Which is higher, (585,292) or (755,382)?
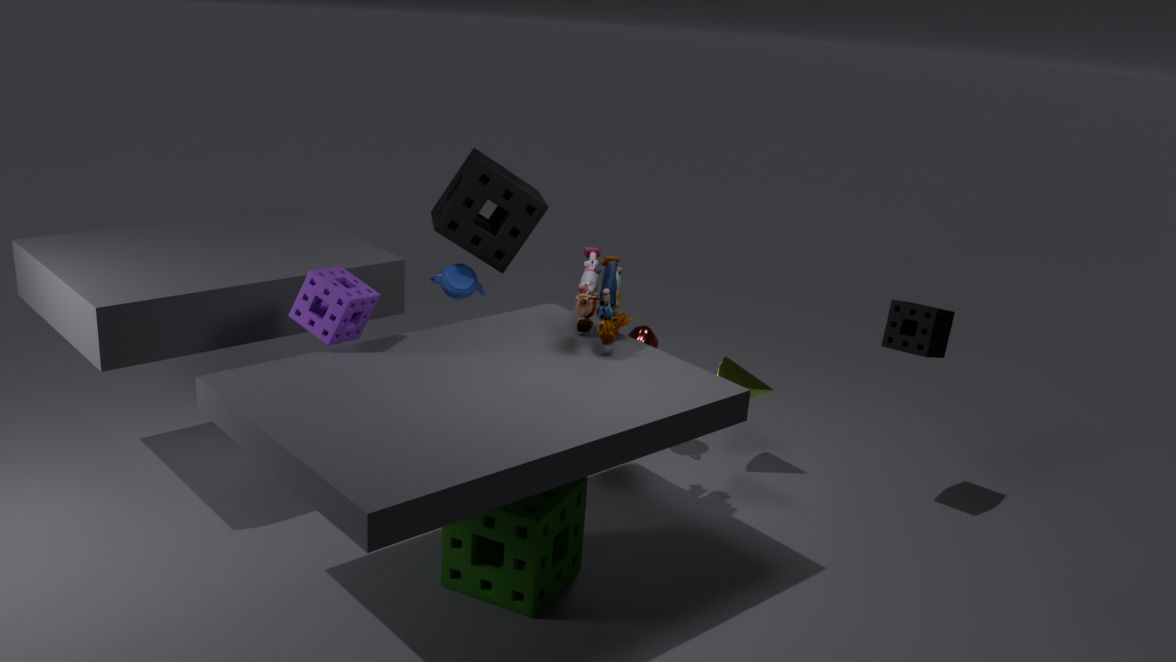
(585,292)
